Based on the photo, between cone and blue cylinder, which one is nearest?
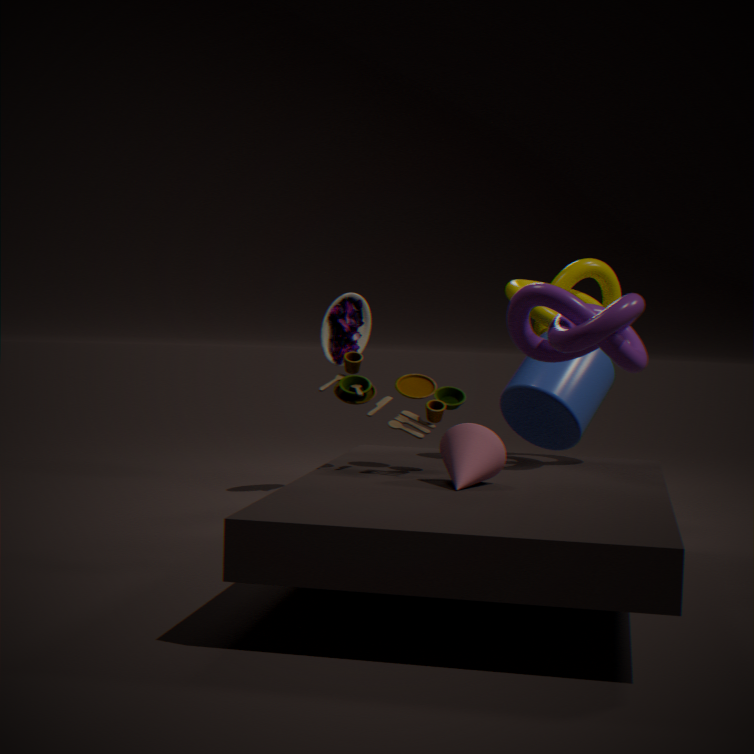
cone
